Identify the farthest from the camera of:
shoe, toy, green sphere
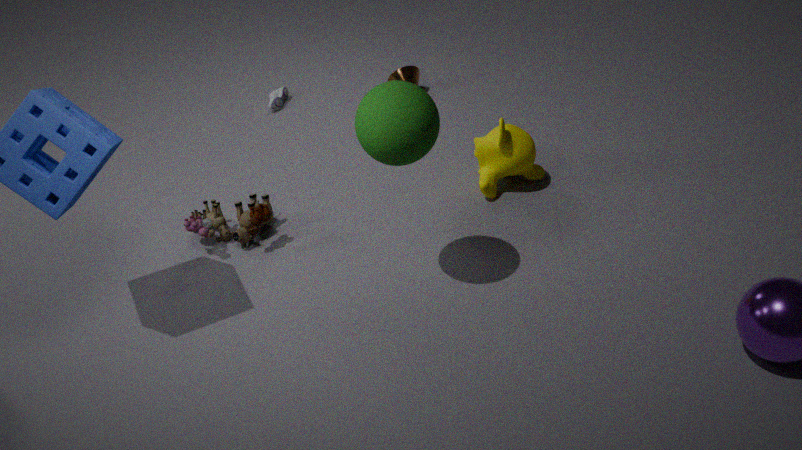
shoe
